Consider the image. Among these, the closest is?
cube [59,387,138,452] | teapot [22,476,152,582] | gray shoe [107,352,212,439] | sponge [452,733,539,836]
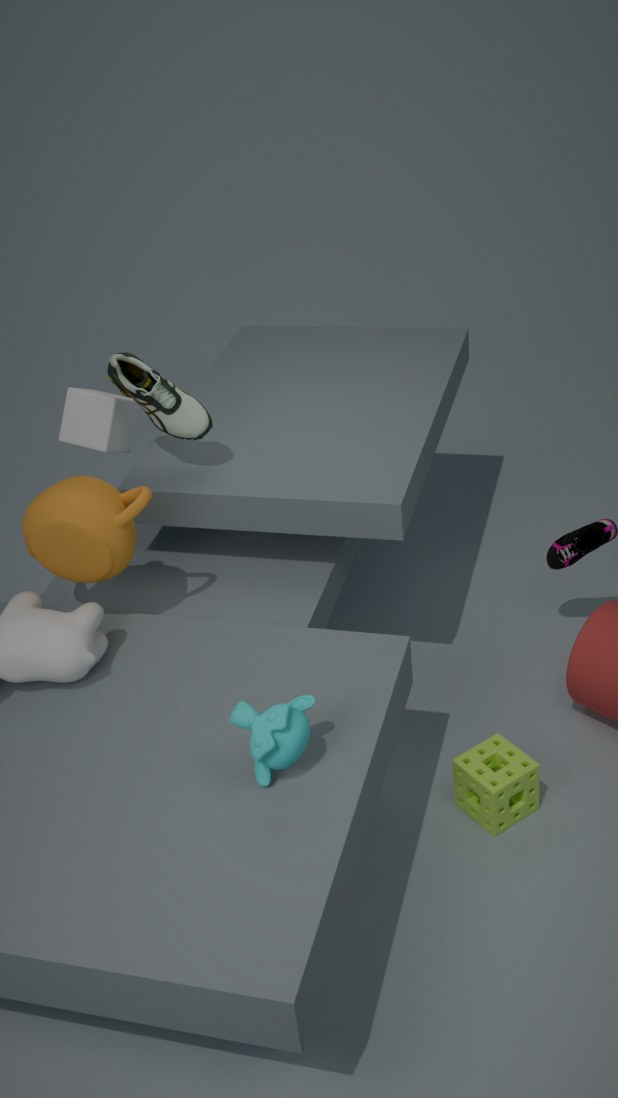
teapot [22,476,152,582]
